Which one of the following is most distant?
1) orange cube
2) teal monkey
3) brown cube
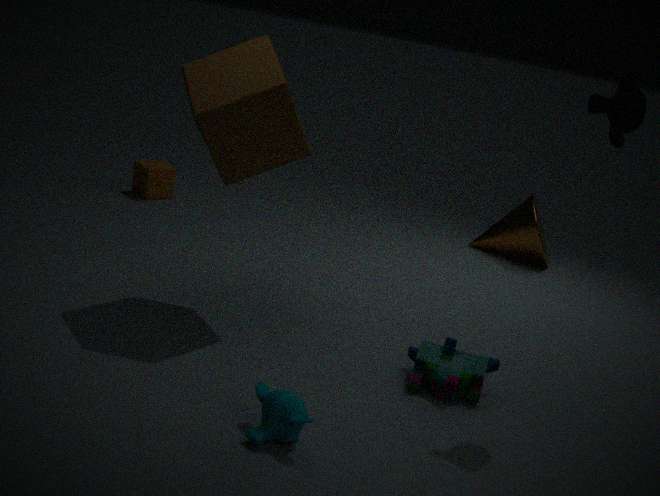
1. orange cube
